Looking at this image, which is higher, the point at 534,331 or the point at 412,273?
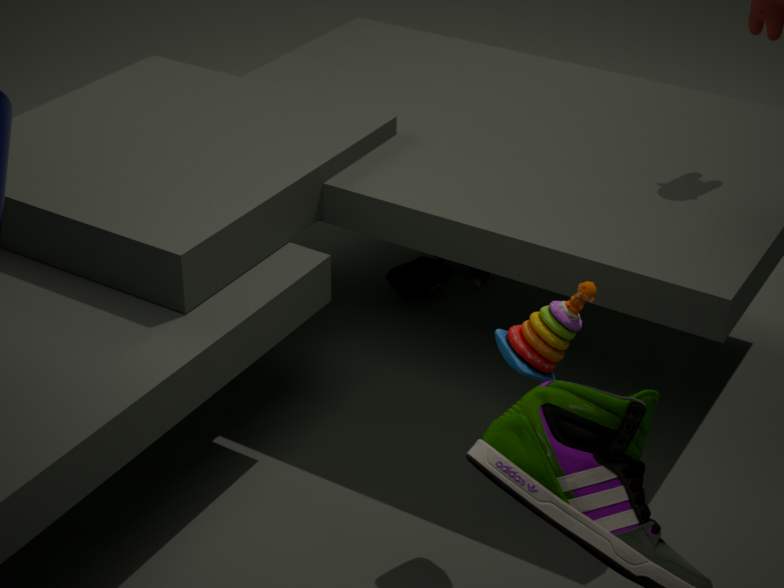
the point at 534,331
